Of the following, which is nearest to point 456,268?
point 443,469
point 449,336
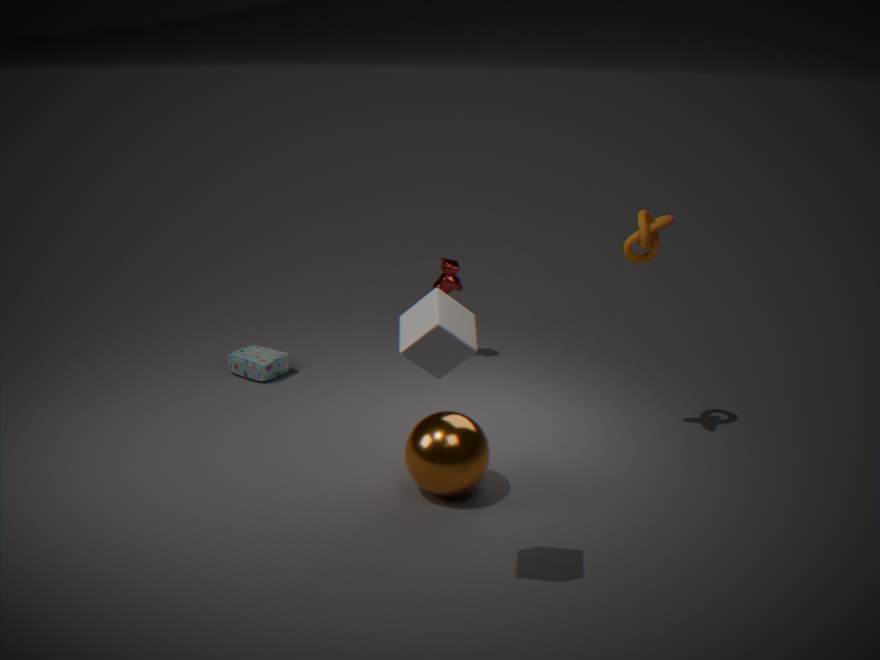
point 443,469
